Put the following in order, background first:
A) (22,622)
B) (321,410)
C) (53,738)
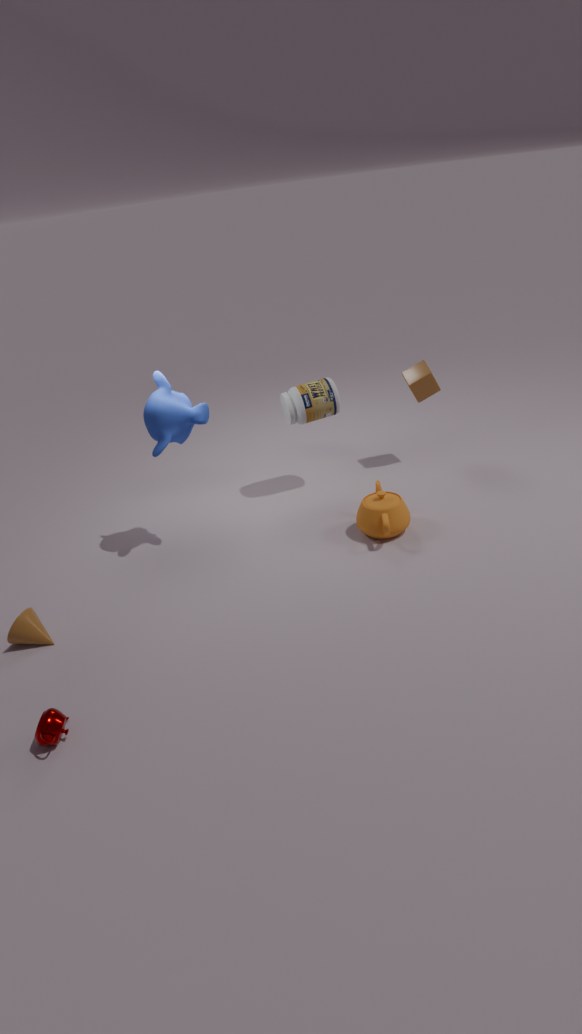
1. (321,410)
2. (22,622)
3. (53,738)
